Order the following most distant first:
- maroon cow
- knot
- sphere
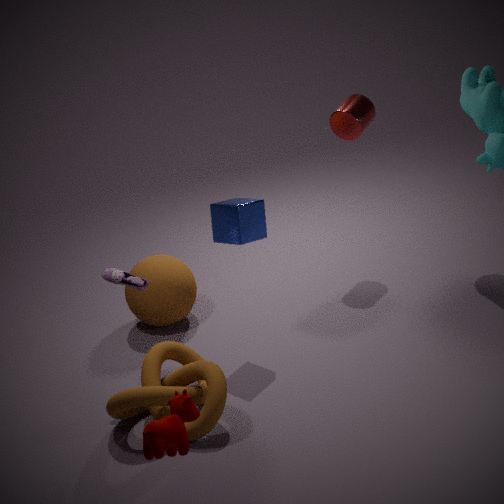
1. sphere
2. knot
3. maroon cow
